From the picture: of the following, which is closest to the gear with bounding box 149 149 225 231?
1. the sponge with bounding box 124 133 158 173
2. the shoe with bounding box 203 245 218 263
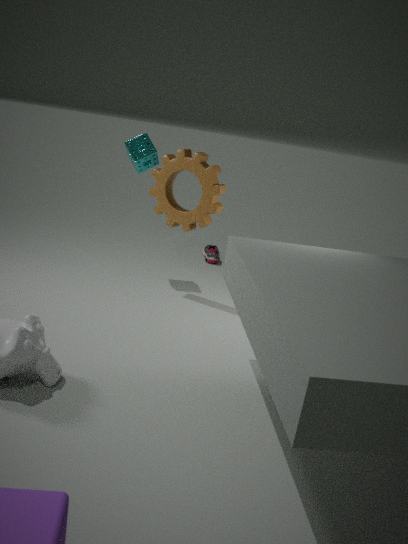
the sponge with bounding box 124 133 158 173
